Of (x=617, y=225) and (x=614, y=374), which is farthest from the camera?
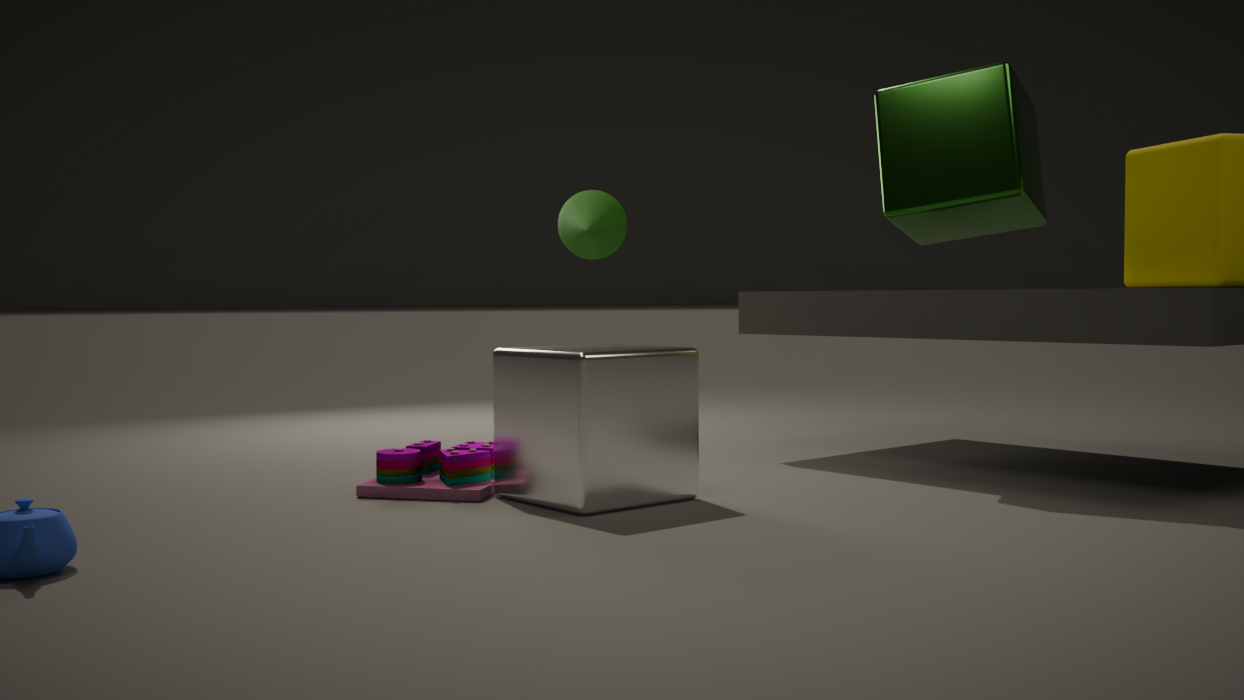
(x=617, y=225)
